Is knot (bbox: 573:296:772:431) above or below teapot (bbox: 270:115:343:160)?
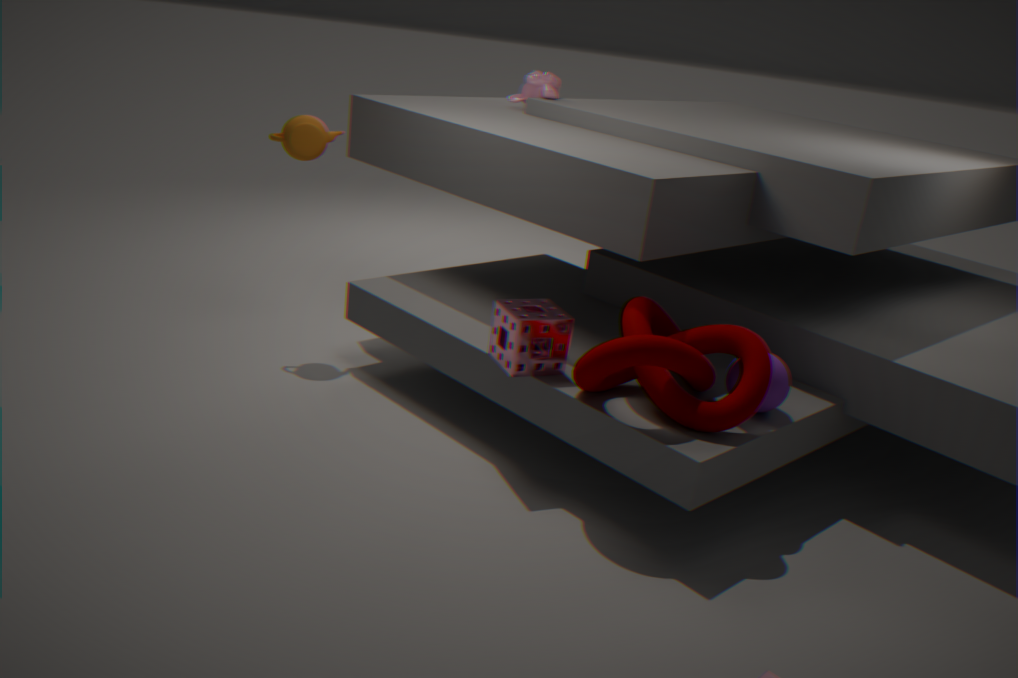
below
